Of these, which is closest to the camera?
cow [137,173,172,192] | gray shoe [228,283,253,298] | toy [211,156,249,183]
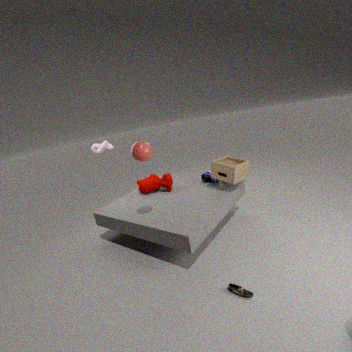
gray shoe [228,283,253,298]
